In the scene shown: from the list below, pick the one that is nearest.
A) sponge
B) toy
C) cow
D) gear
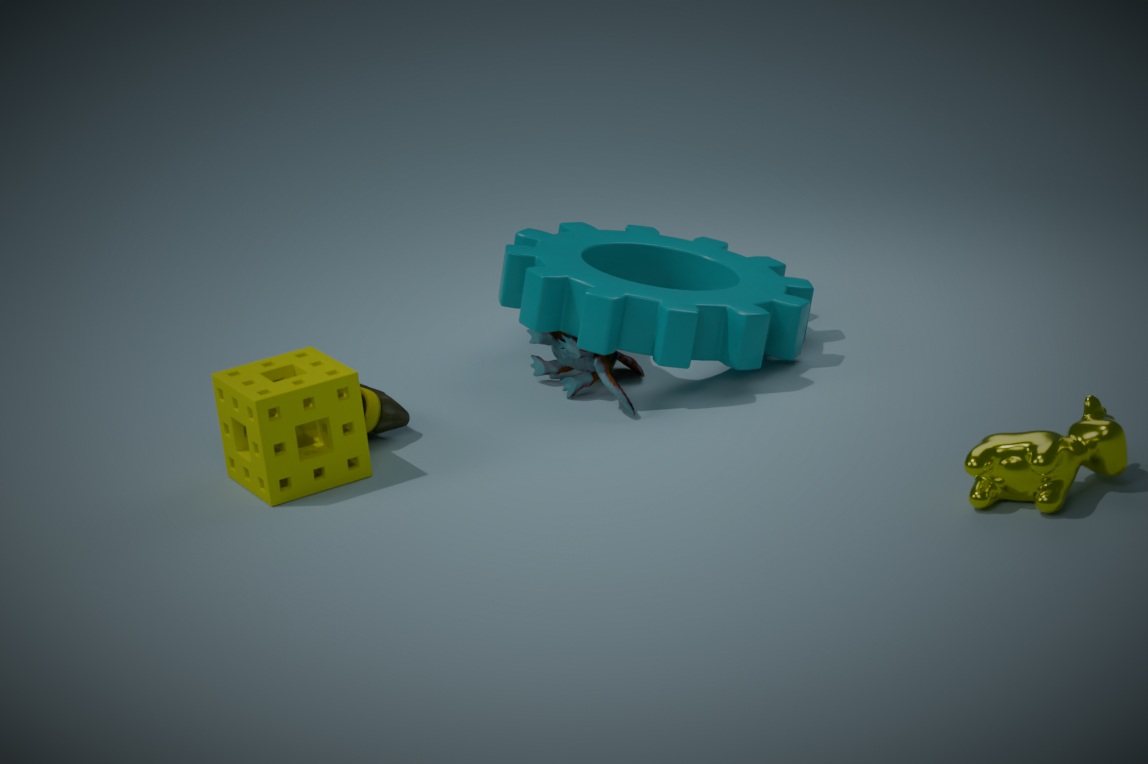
cow
